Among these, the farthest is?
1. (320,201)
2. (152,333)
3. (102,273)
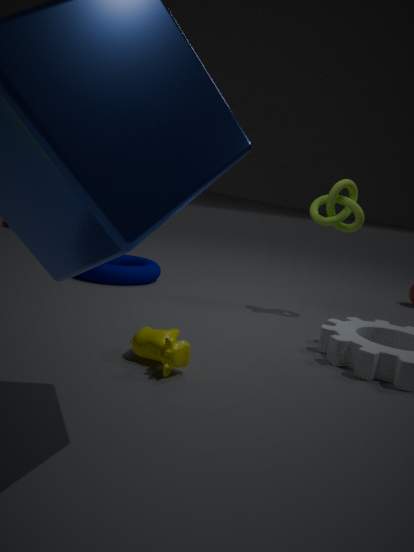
(102,273)
